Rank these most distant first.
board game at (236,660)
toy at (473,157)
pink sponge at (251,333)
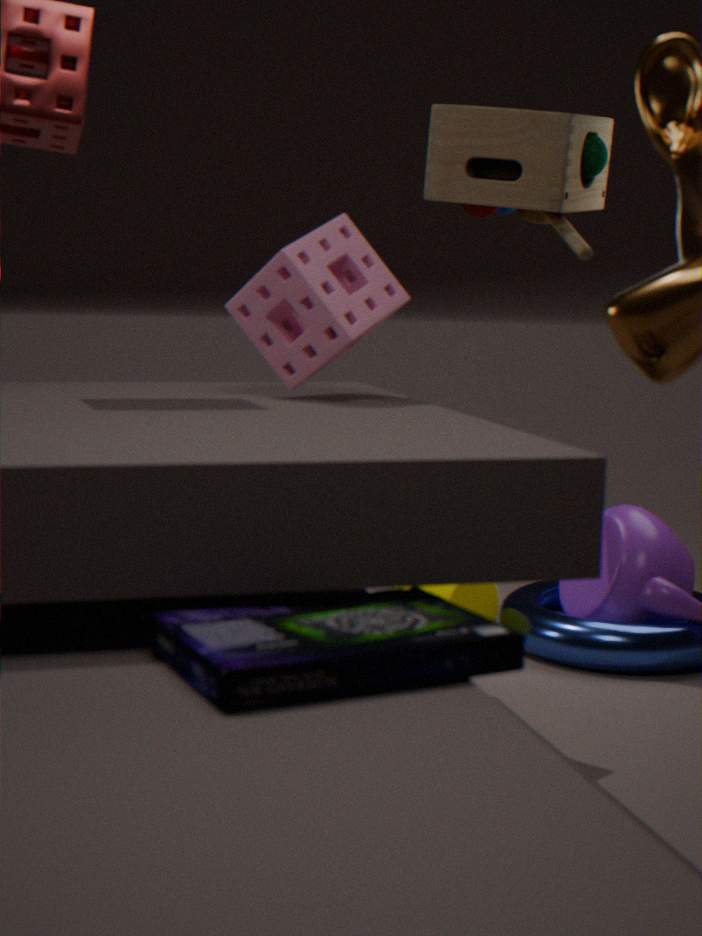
toy at (473,157) → pink sponge at (251,333) → board game at (236,660)
